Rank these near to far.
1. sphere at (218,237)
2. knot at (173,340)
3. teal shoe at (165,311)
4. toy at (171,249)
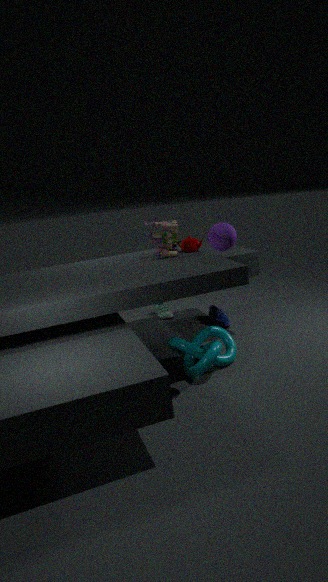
sphere at (218,237)
knot at (173,340)
toy at (171,249)
teal shoe at (165,311)
